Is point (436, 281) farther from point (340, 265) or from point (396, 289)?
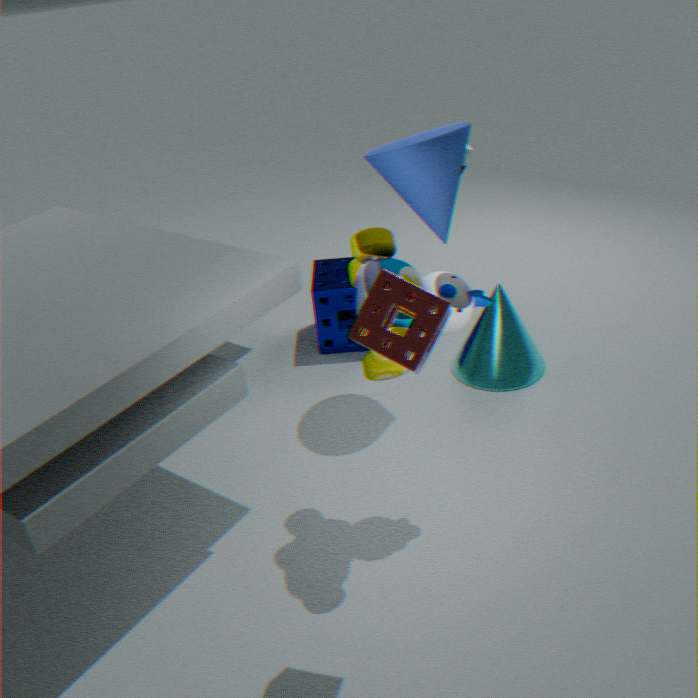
point (340, 265)
